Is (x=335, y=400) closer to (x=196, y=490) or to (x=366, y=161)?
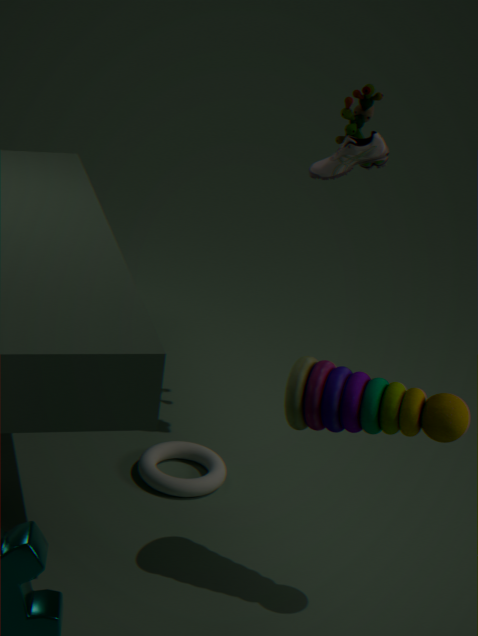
(x=196, y=490)
